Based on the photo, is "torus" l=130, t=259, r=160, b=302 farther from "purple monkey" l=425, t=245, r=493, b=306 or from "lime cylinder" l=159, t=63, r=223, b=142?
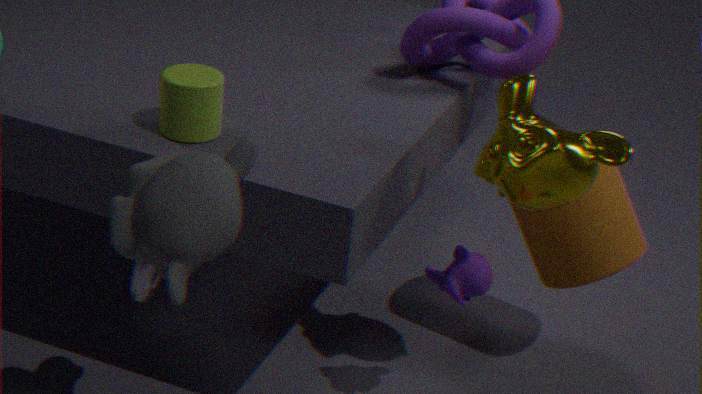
"purple monkey" l=425, t=245, r=493, b=306
